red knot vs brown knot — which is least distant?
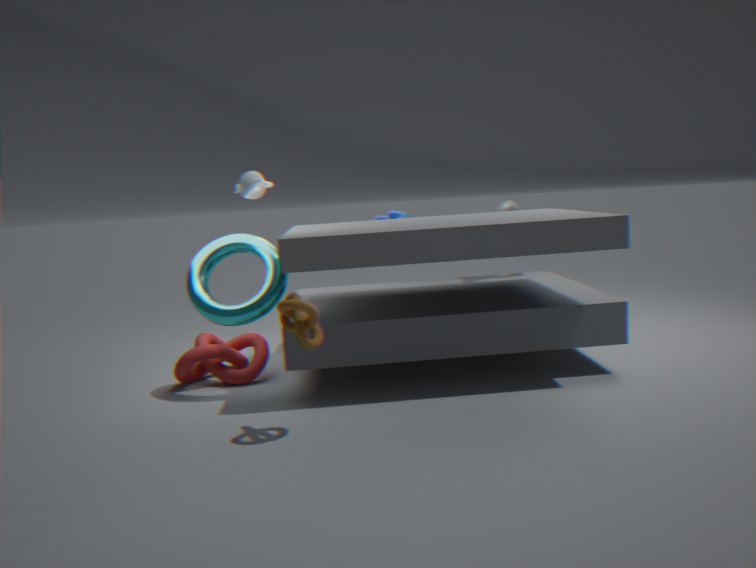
brown knot
